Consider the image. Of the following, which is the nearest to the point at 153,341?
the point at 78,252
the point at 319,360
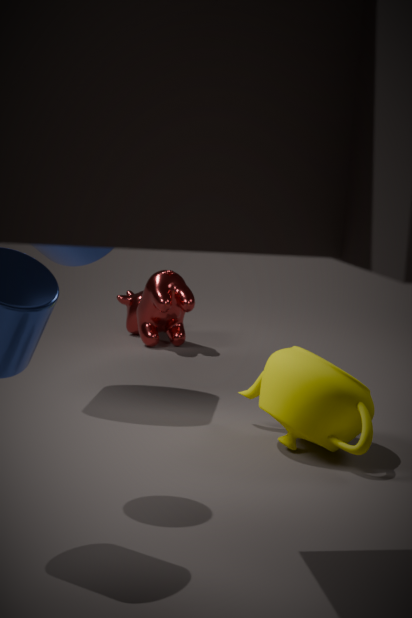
the point at 78,252
